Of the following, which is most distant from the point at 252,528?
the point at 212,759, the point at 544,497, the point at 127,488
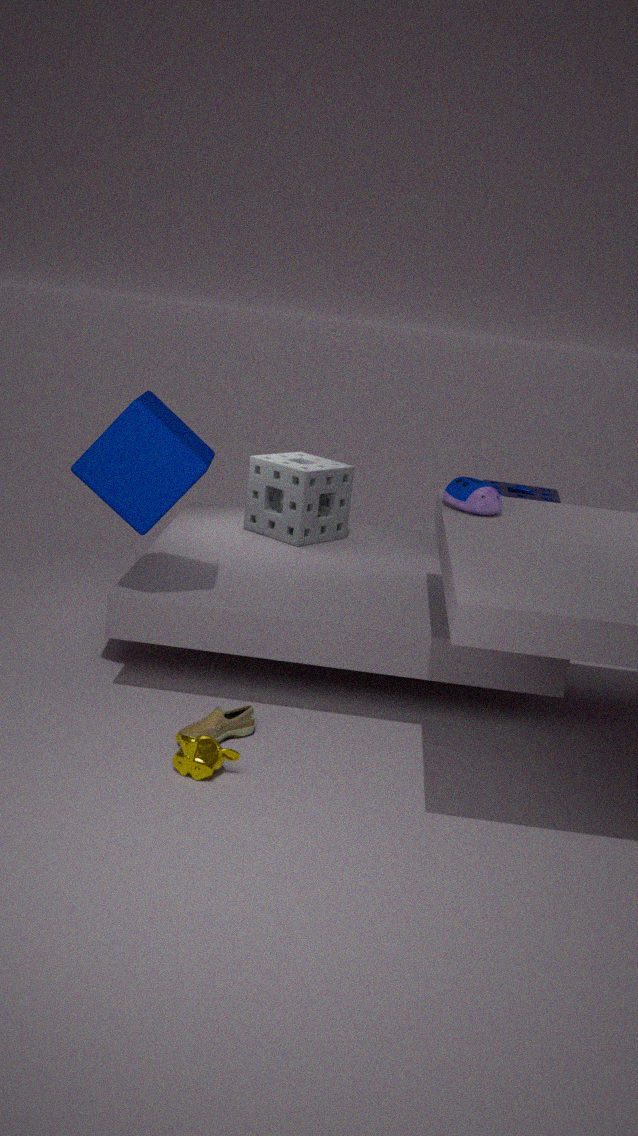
the point at 212,759
